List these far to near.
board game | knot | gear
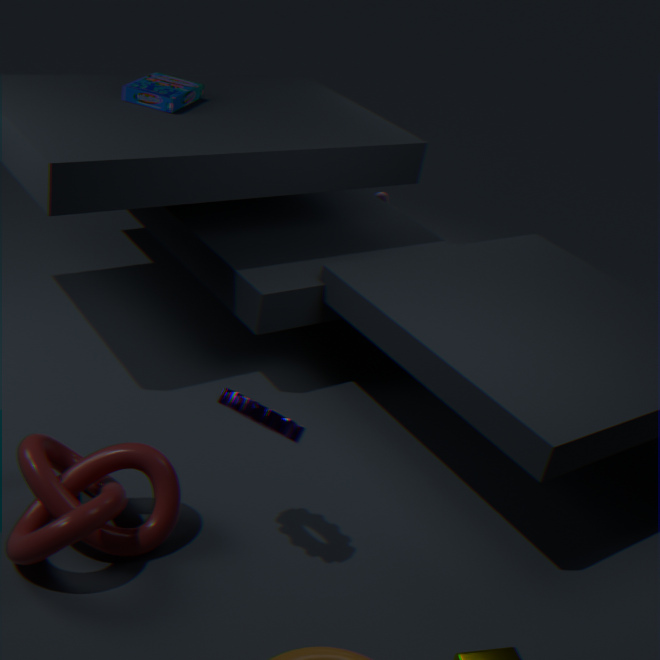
board game < gear < knot
